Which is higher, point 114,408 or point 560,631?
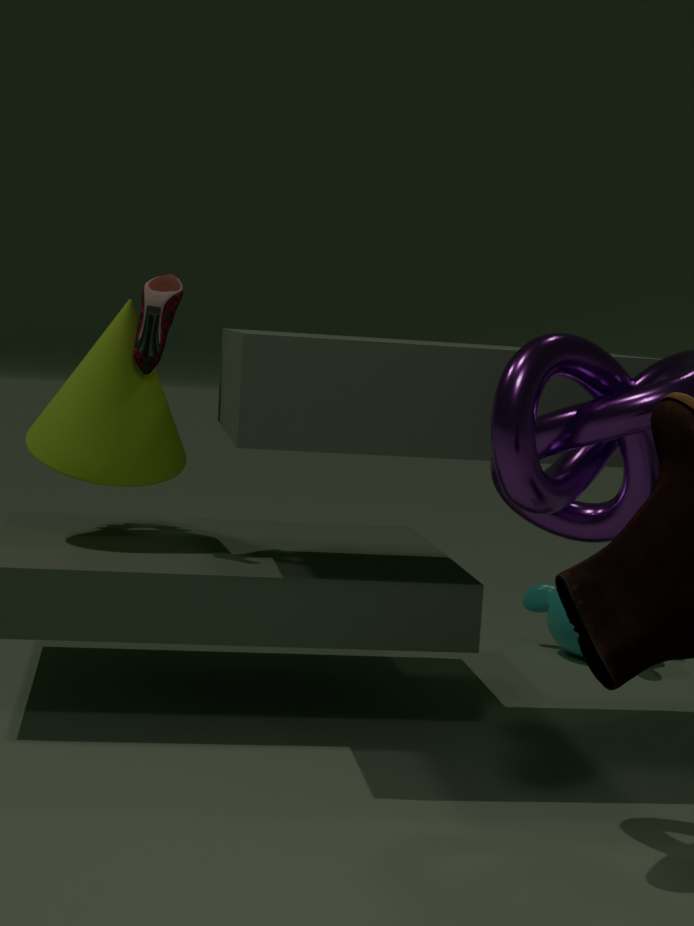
point 114,408
